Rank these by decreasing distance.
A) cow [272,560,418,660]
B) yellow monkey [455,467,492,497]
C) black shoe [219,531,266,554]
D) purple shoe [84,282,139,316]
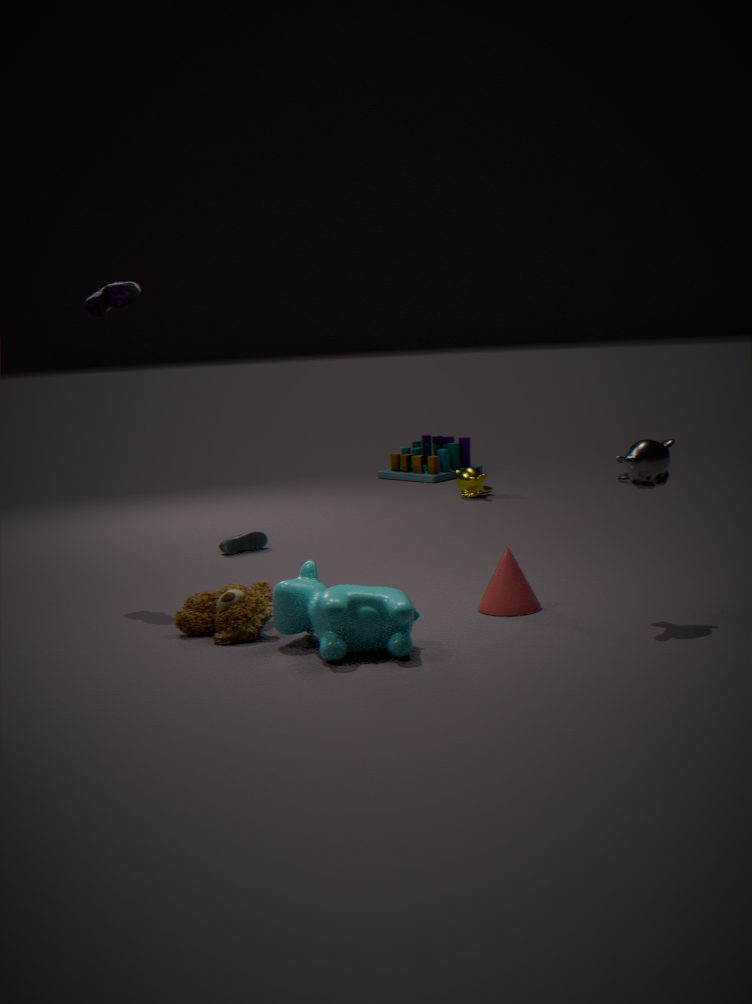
1. yellow monkey [455,467,492,497]
2. black shoe [219,531,266,554]
3. purple shoe [84,282,139,316]
4. cow [272,560,418,660]
